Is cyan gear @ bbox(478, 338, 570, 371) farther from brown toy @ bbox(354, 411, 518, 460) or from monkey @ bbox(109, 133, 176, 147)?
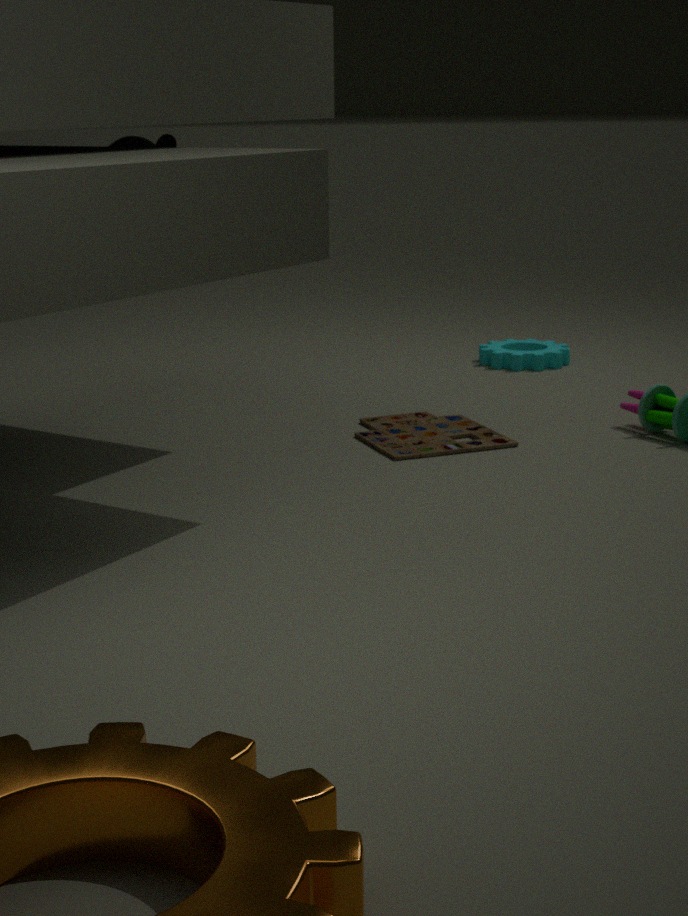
monkey @ bbox(109, 133, 176, 147)
